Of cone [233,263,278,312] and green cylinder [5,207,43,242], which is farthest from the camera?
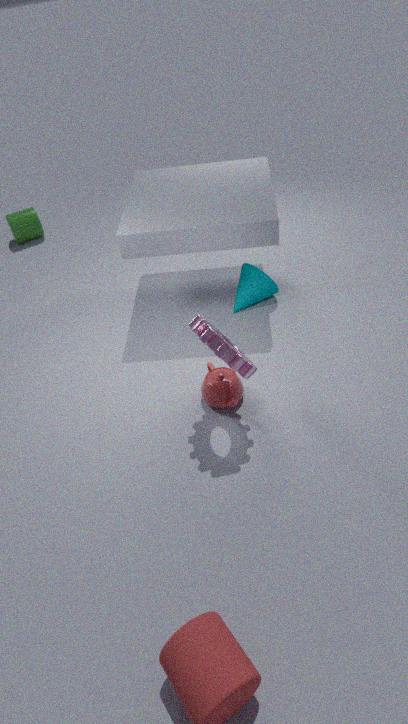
green cylinder [5,207,43,242]
